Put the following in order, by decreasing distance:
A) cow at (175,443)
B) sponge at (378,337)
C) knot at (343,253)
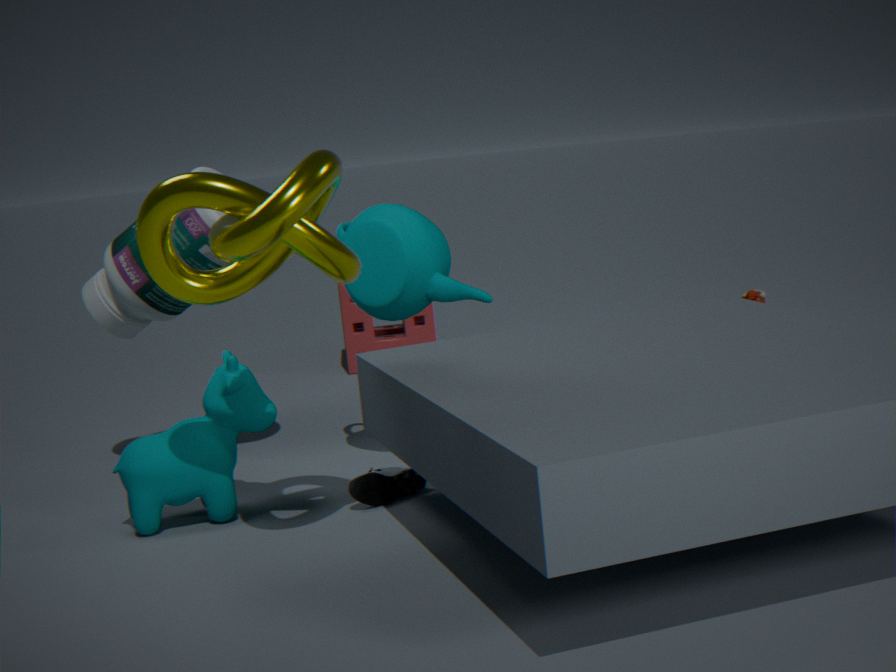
B. sponge at (378,337) → A. cow at (175,443) → C. knot at (343,253)
